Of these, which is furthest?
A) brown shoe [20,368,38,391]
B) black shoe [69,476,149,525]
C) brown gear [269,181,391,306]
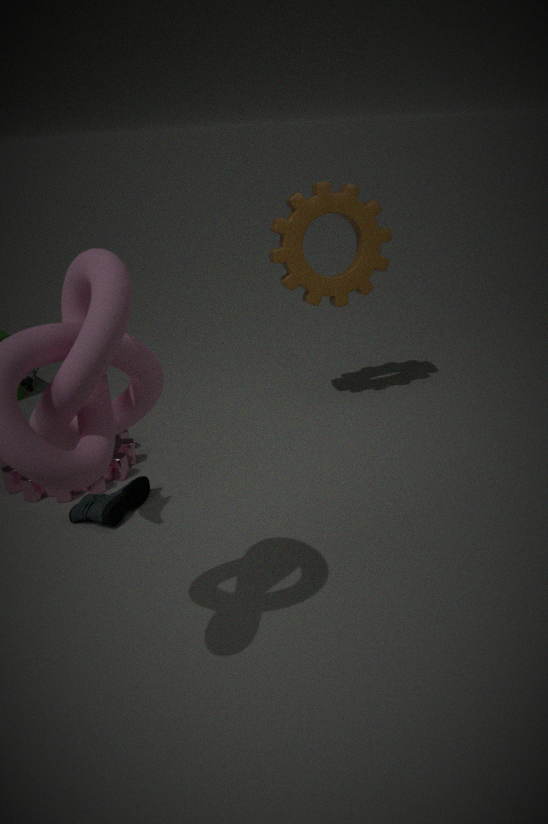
brown gear [269,181,391,306]
